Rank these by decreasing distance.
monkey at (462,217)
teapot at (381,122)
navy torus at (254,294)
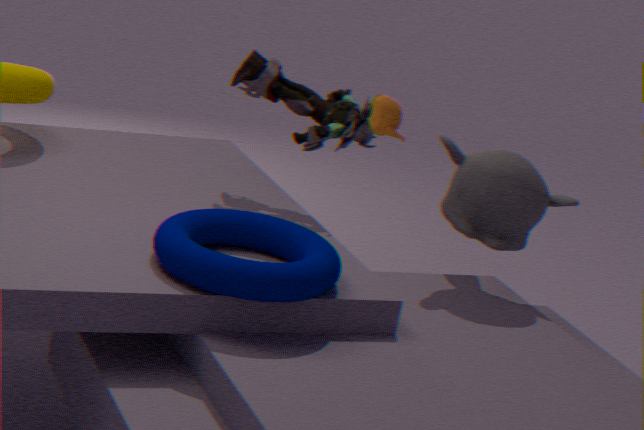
teapot at (381,122), monkey at (462,217), navy torus at (254,294)
